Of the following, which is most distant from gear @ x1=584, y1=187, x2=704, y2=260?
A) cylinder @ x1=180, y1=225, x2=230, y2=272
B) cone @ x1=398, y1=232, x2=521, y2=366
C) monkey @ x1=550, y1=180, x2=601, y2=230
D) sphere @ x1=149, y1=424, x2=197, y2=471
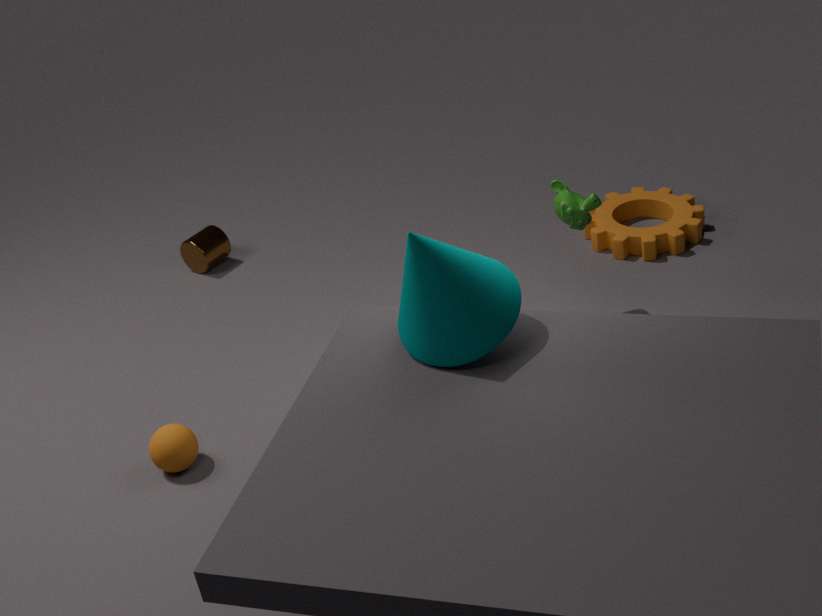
sphere @ x1=149, y1=424, x2=197, y2=471
